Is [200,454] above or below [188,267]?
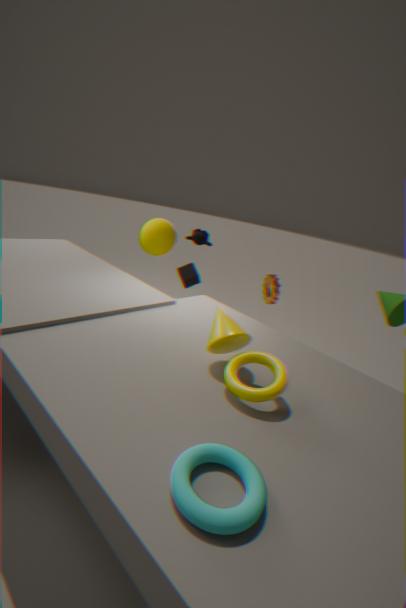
above
